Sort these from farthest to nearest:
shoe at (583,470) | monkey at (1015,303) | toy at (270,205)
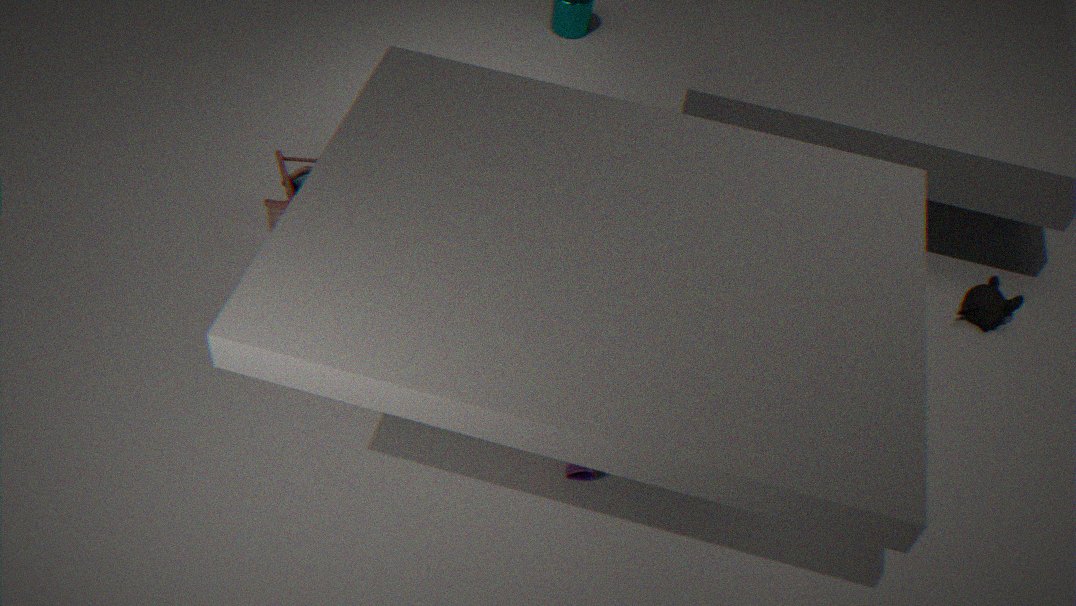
monkey at (1015,303) < toy at (270,205) < shoe at (583,470)
